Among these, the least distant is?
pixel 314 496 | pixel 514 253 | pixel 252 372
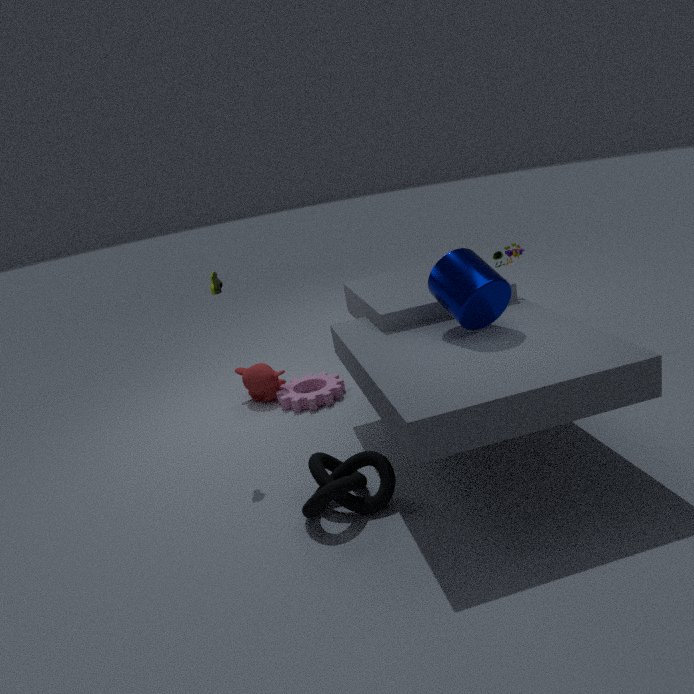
pixel 314 496
